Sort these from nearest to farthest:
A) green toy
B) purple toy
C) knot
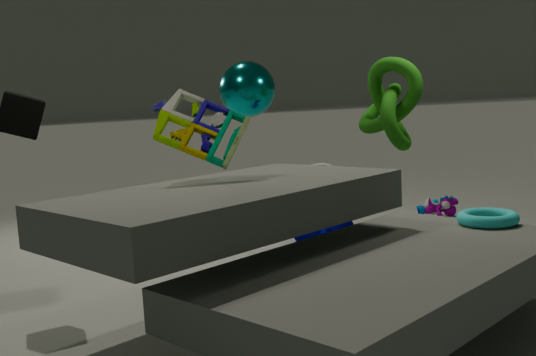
green toy, knot, purple toy
